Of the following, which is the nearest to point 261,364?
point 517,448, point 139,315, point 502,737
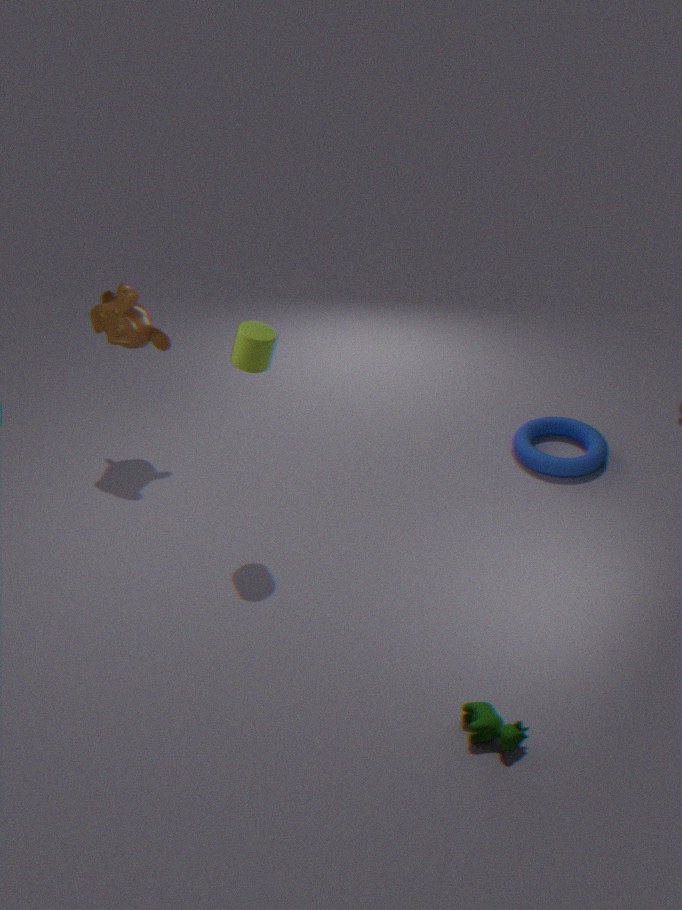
point 139,315
